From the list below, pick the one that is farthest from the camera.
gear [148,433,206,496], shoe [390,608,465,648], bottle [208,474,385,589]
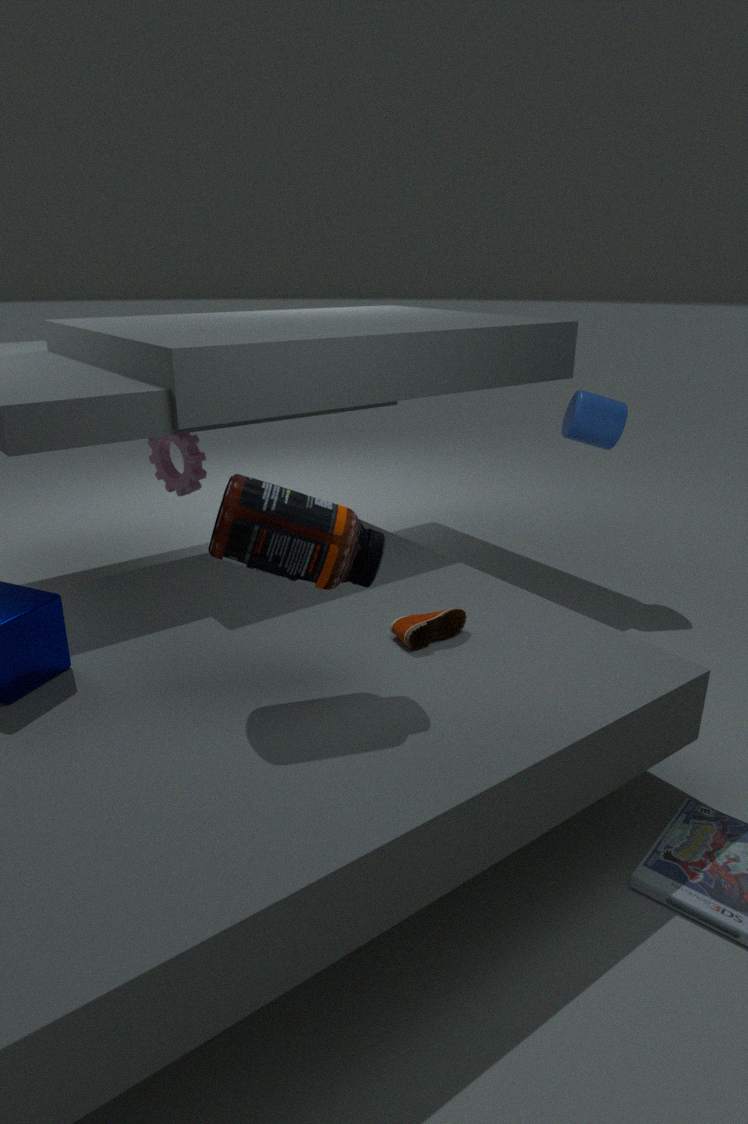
gear [148,433,206,496]
